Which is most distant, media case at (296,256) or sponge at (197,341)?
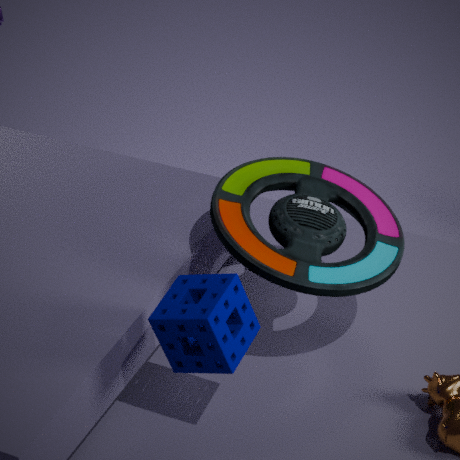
media case at (296,256)
